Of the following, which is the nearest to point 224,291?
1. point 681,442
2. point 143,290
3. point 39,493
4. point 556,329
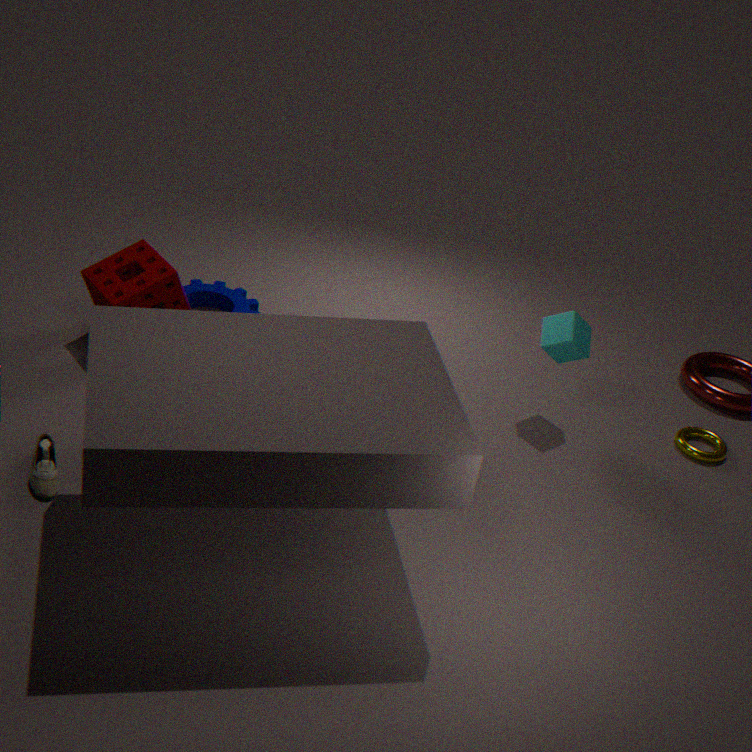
point 143,290
